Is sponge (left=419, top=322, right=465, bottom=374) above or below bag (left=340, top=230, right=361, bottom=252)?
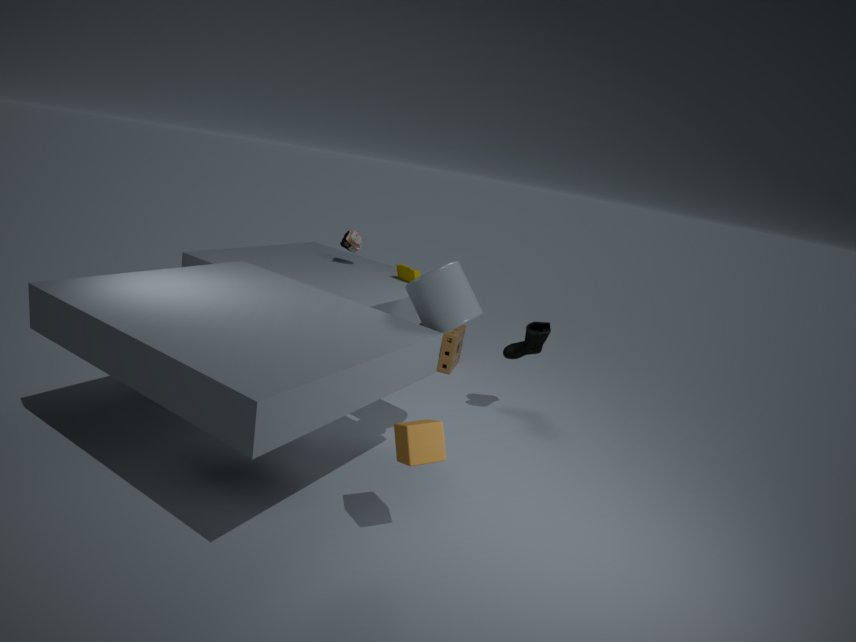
below
